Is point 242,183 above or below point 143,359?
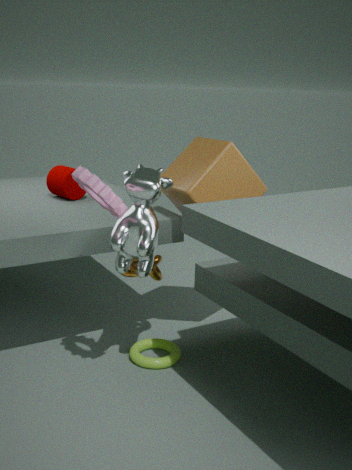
above
